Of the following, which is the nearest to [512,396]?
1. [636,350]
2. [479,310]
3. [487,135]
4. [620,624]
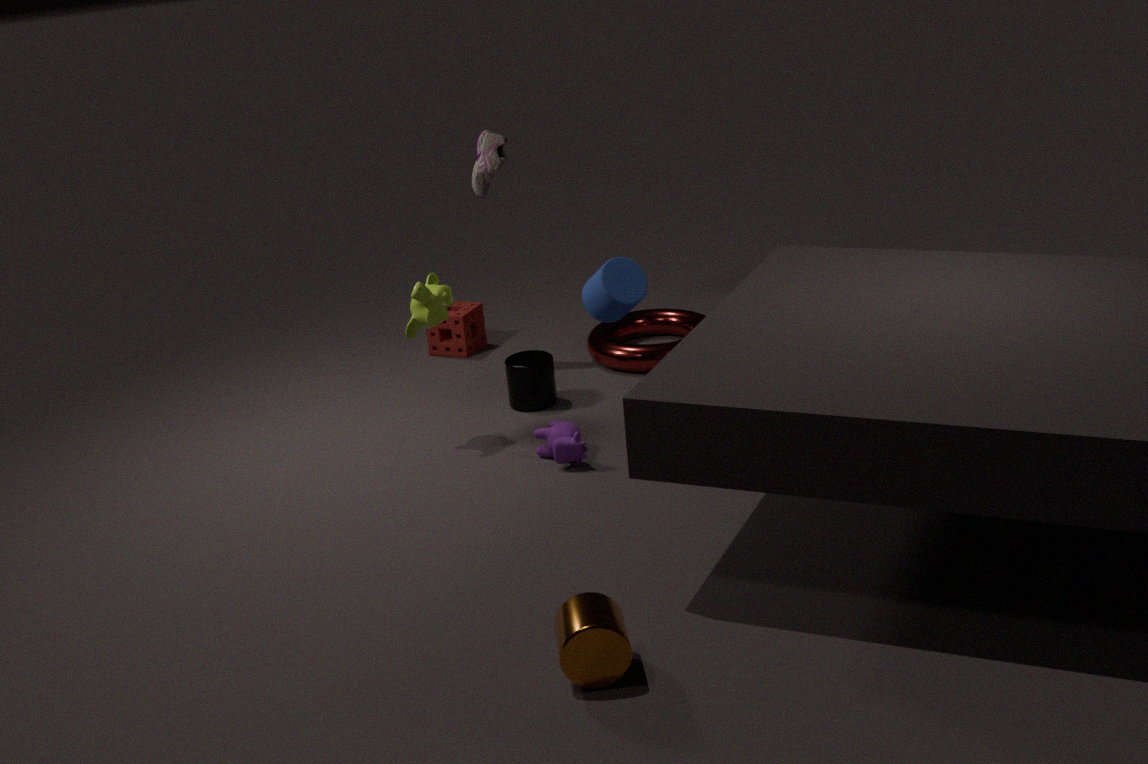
[636,350]
